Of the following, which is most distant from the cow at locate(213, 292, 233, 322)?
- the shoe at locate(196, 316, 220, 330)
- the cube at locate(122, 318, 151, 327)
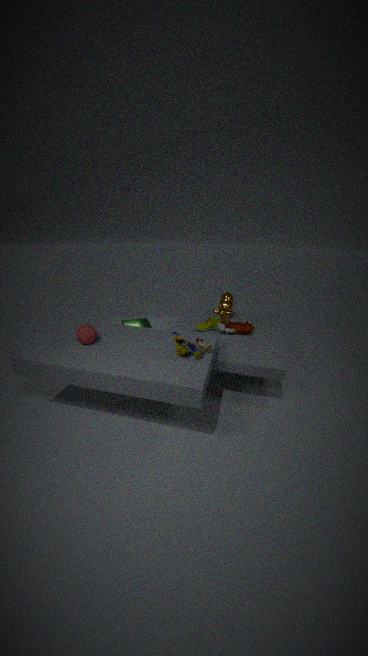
the cube at locate(122, 318, 151, 327)
